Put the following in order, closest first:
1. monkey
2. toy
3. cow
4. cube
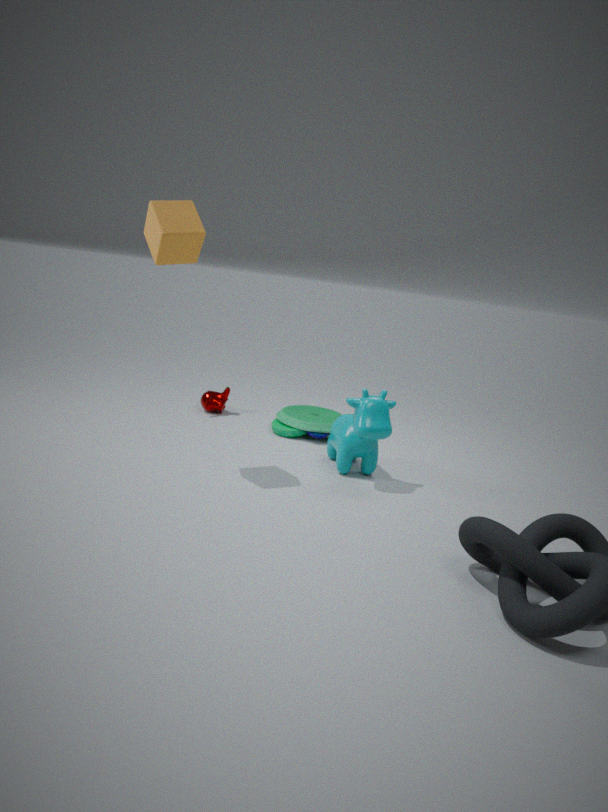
1. cube
2. cow
3. toy
4. monkey
